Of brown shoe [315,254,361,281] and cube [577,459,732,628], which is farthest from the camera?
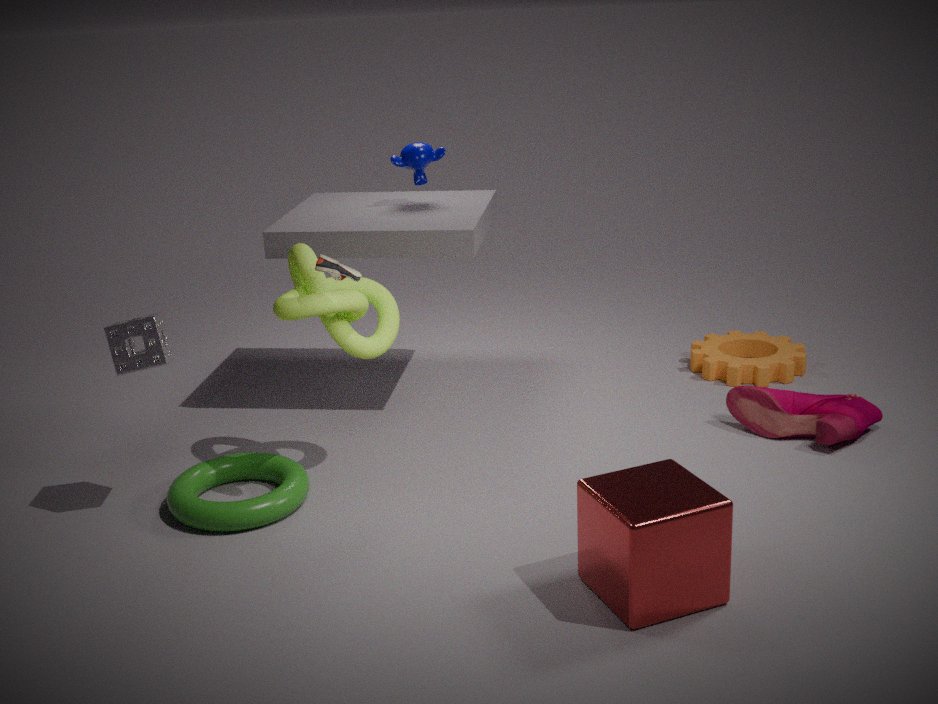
brown shoe [315,254,361,281]
